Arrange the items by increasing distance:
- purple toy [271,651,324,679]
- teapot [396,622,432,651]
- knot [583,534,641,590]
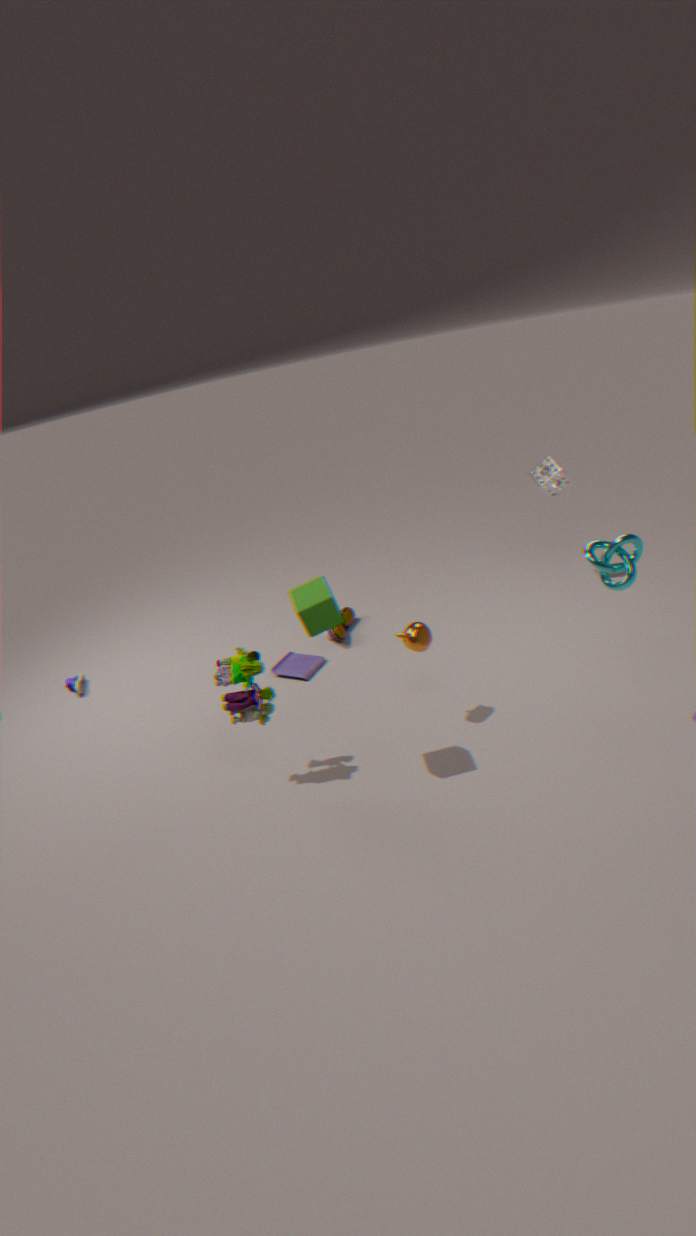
knot [583,534,641,590], teapot [396,622,432,651], purple toy [271,651,324,679]
